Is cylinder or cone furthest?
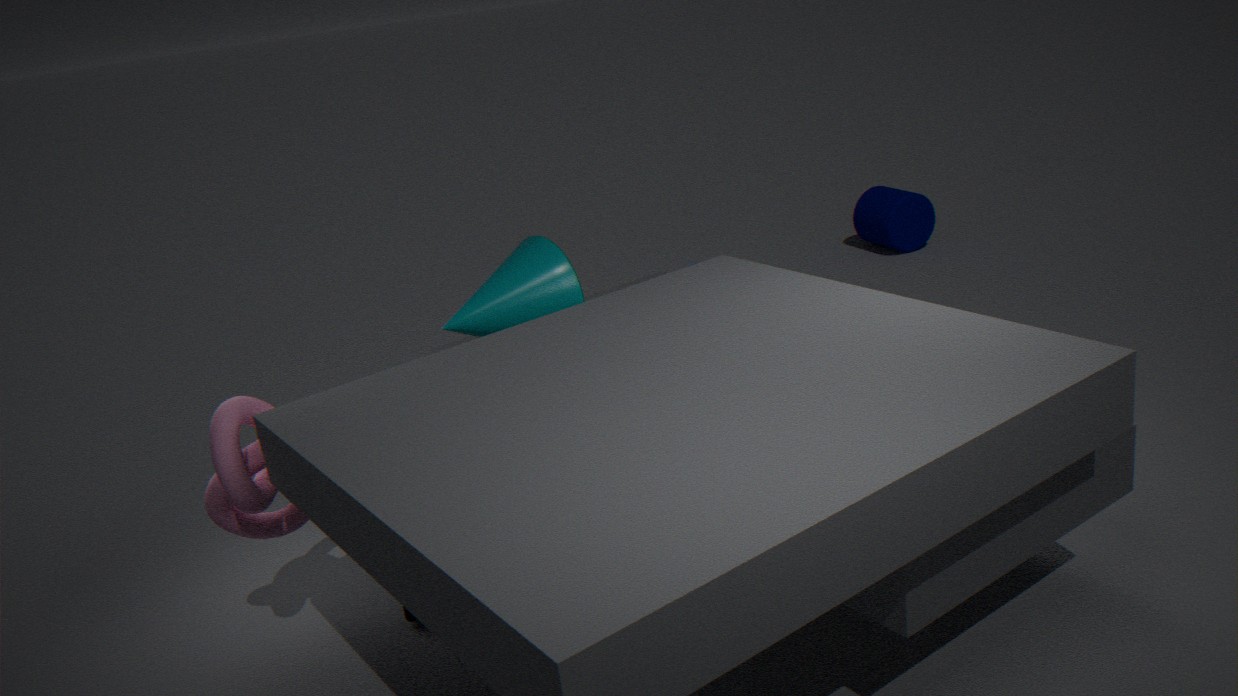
cylinder
